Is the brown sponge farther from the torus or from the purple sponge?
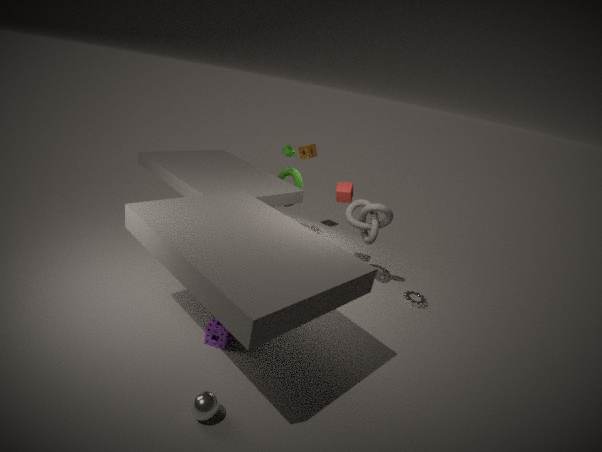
the purple sponge
